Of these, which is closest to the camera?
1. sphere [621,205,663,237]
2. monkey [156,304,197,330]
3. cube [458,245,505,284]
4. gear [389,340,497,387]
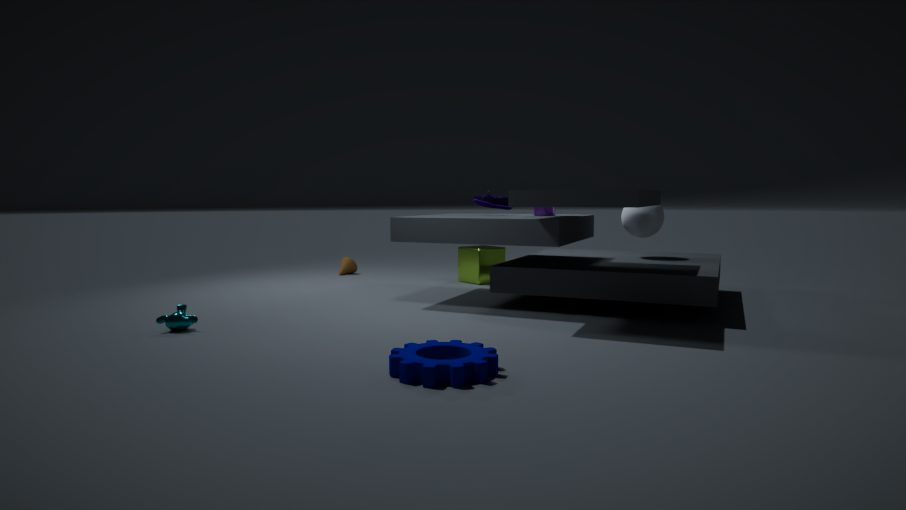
gear [389,340,497,387]
